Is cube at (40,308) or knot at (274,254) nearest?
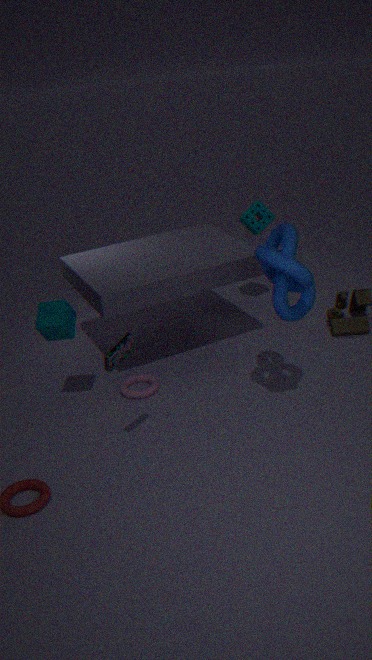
knot at (274,254)
